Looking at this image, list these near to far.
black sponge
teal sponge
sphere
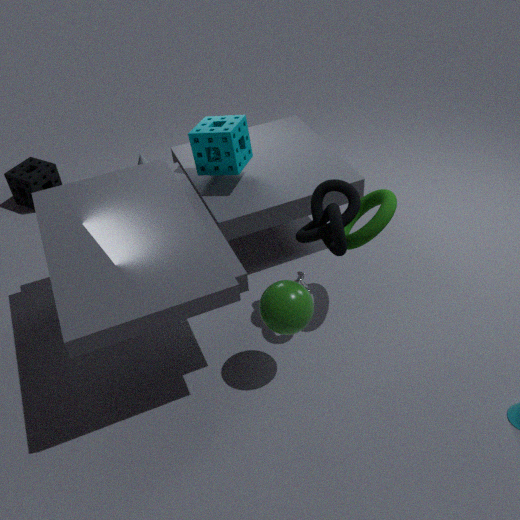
sphere → teal sponge → black sponge
